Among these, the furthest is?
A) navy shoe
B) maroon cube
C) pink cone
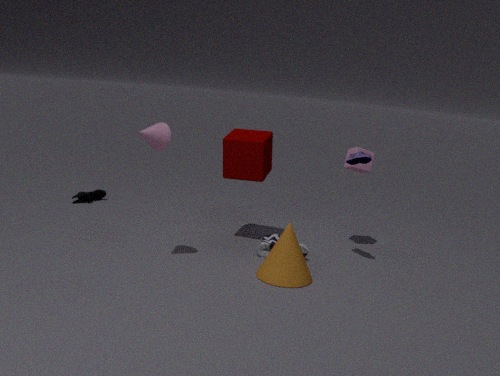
navy shoe
